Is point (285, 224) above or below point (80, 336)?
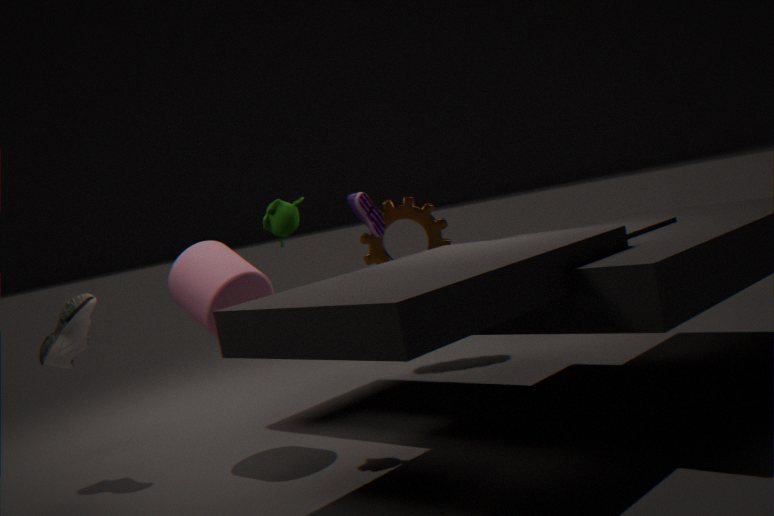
above
